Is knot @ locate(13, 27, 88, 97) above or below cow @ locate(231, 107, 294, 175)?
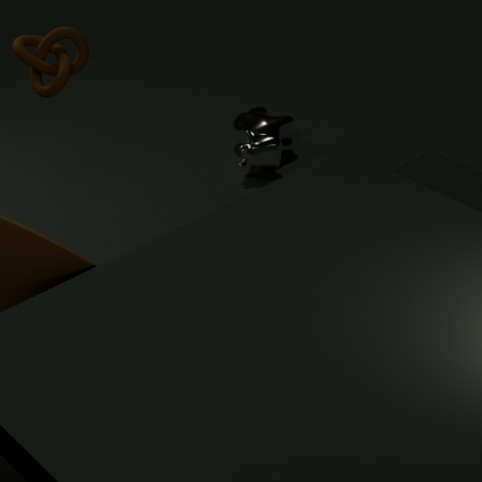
above
